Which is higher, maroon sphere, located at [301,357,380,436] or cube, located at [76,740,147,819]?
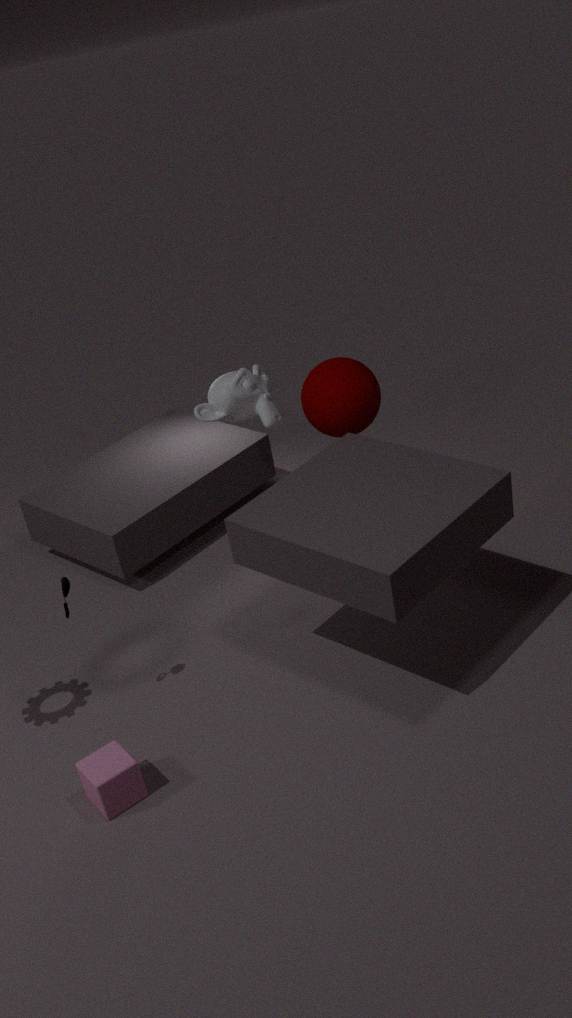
maroon sphere, located at [301,357,380,436]
